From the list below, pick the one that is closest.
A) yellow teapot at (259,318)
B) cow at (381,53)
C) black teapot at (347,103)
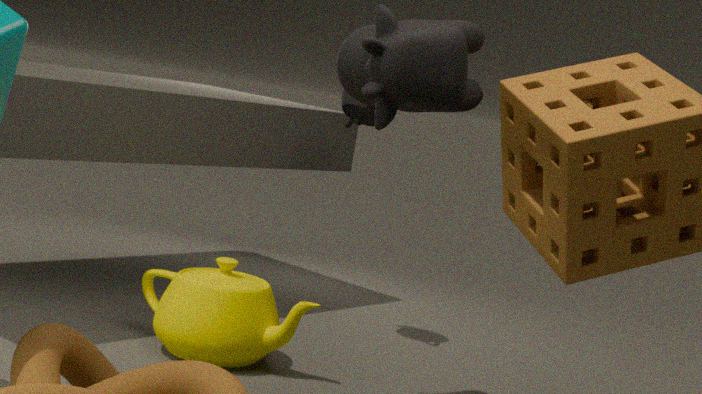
cow at (381,53)
